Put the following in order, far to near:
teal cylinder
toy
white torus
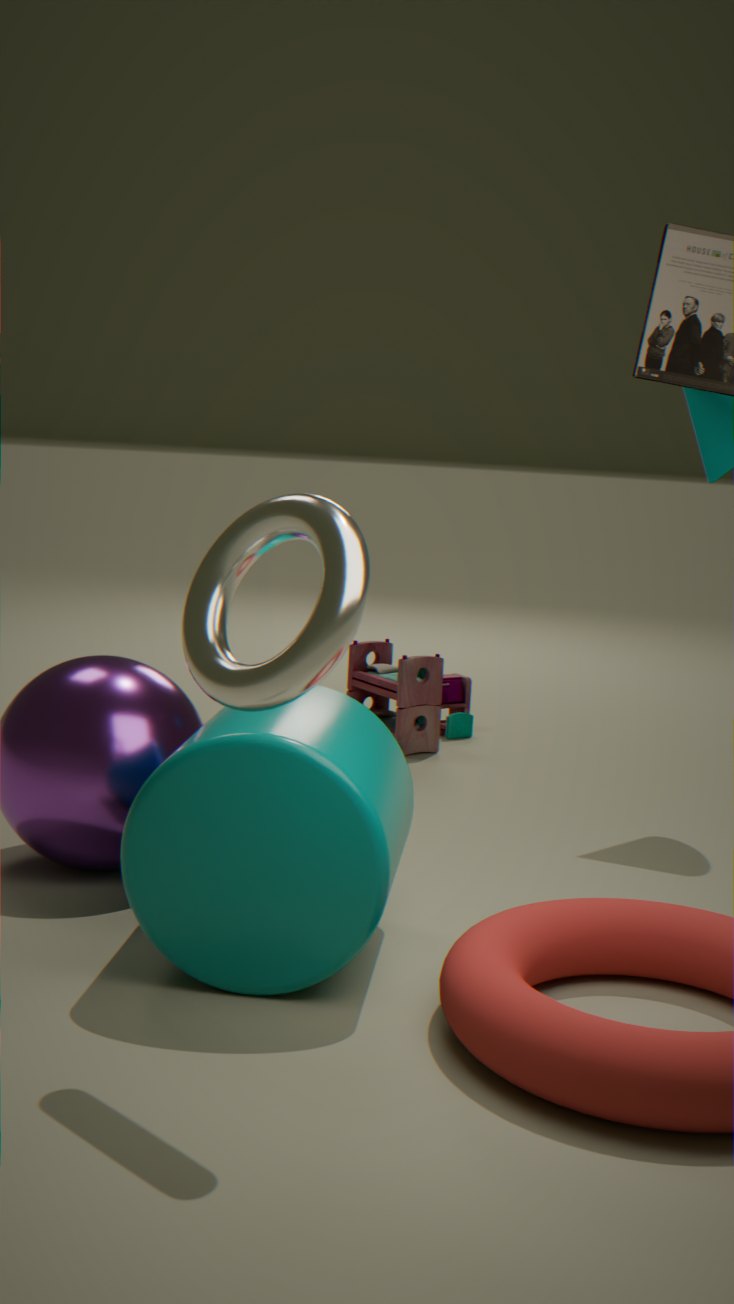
toy, teal cylinder, white torus
